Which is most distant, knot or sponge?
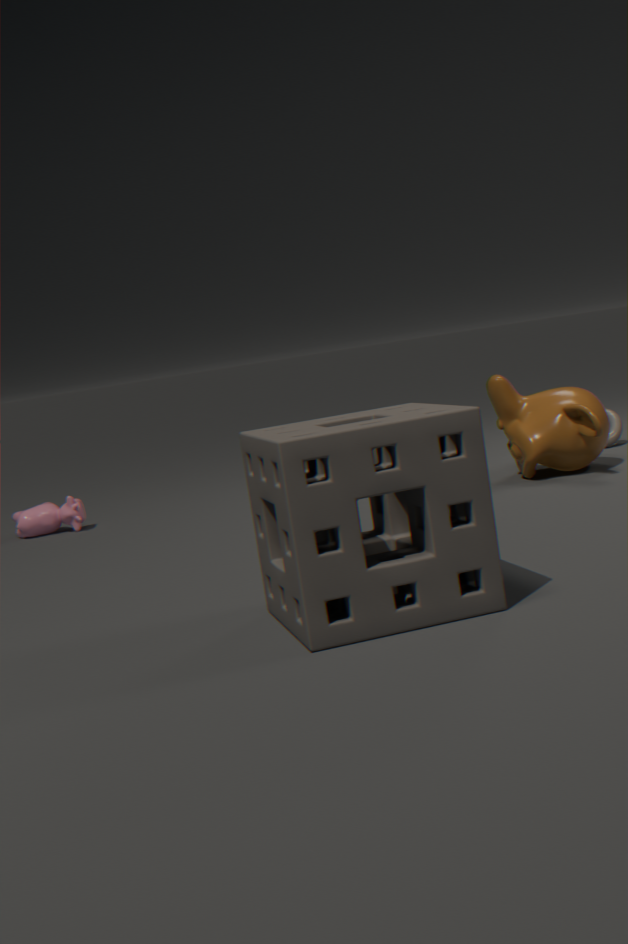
knot
